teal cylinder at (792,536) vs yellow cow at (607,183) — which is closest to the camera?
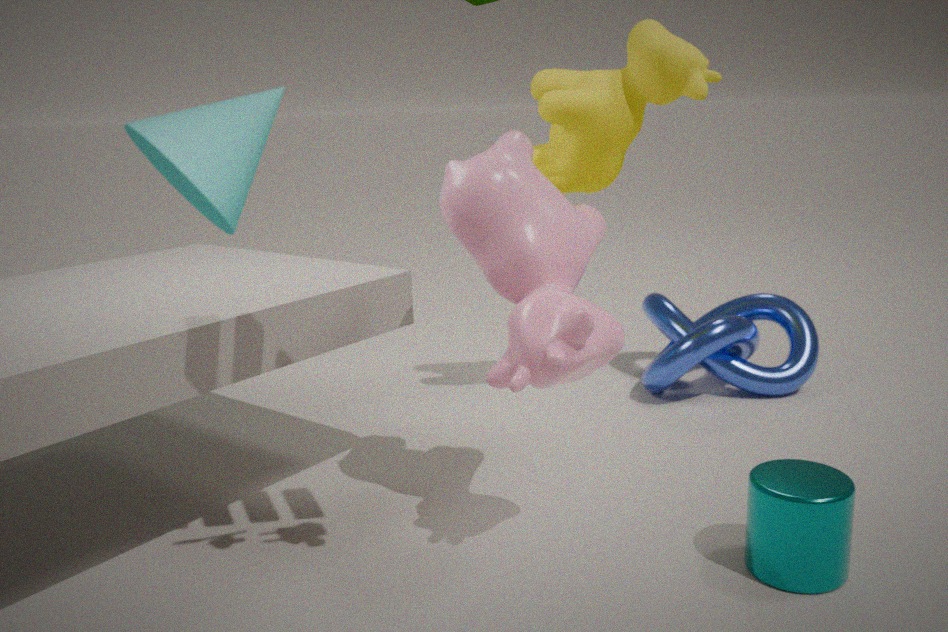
teal cylinder at (792,536)
